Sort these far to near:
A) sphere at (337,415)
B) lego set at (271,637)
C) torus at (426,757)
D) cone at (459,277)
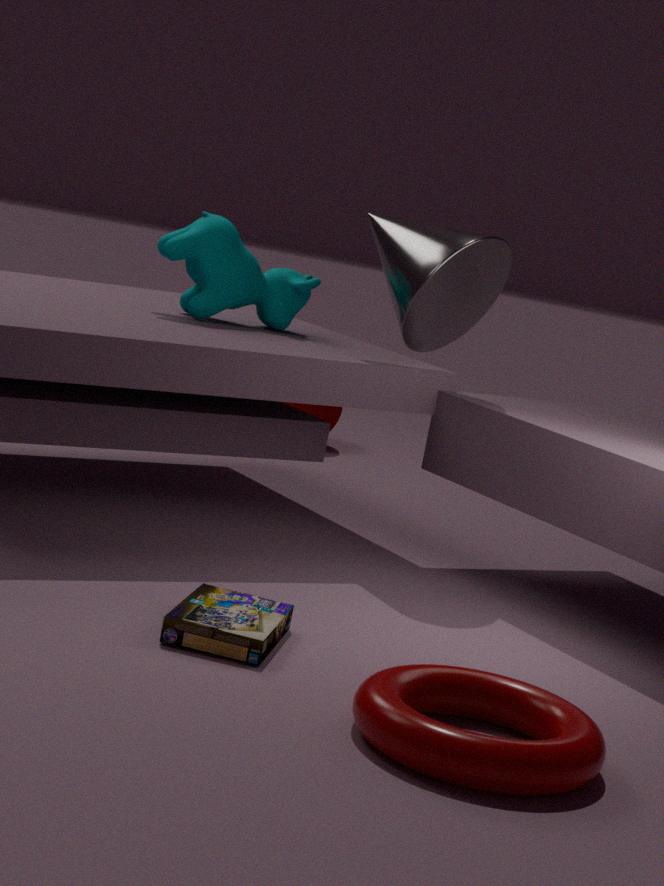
sphere at (337,415) < cone at (459,277) < lego set at (271,637) < torus at (426,757)
